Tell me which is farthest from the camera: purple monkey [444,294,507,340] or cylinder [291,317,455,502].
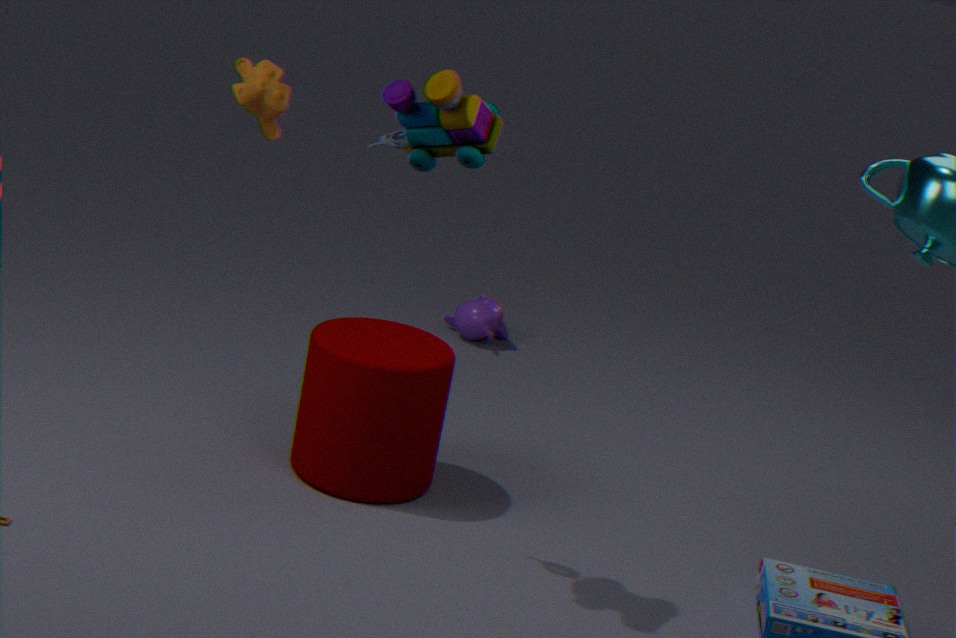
purple monkey [444,294,507,340]
